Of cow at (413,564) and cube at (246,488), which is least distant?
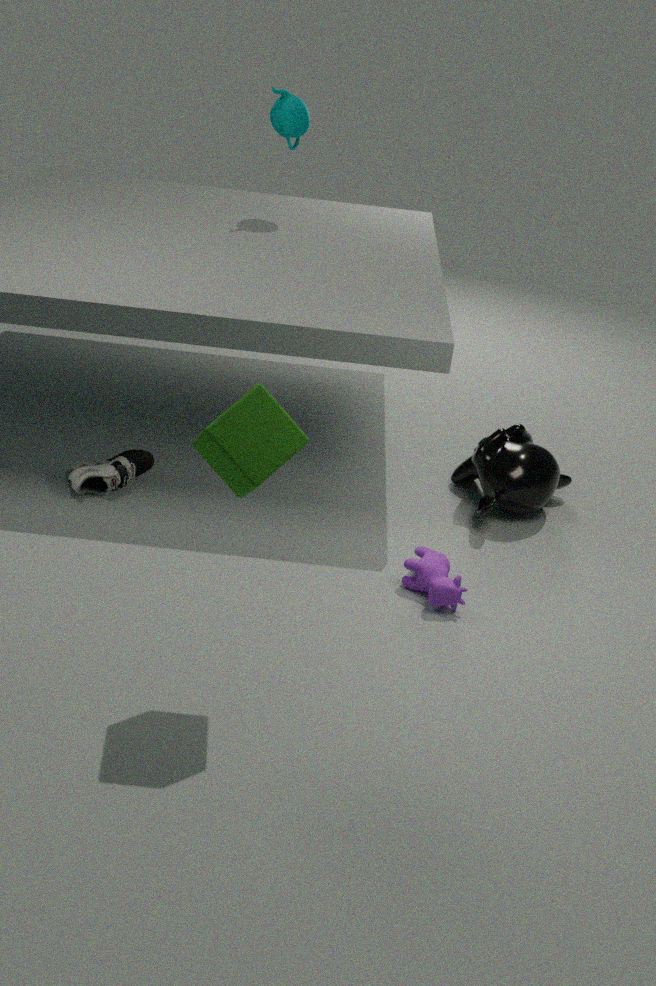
cube at (246,488)
